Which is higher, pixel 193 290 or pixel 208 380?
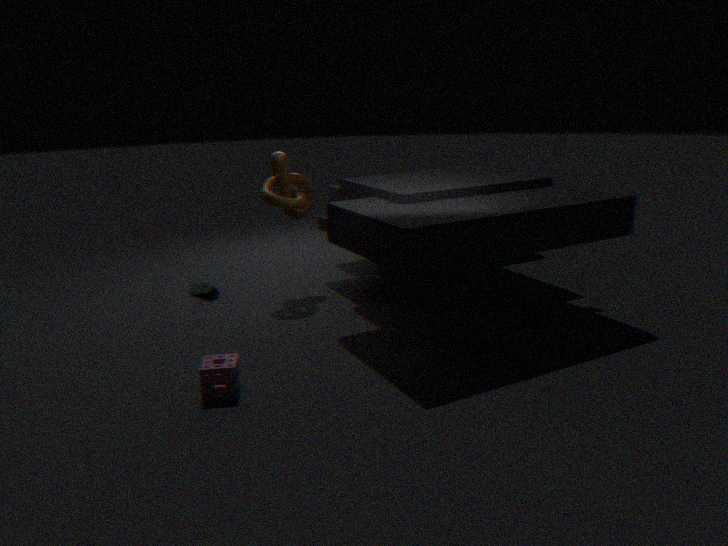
pixel 208 380
